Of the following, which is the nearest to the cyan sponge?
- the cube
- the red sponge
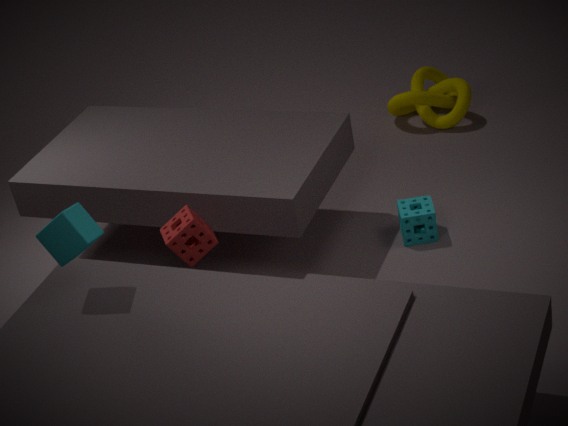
the red sponge
